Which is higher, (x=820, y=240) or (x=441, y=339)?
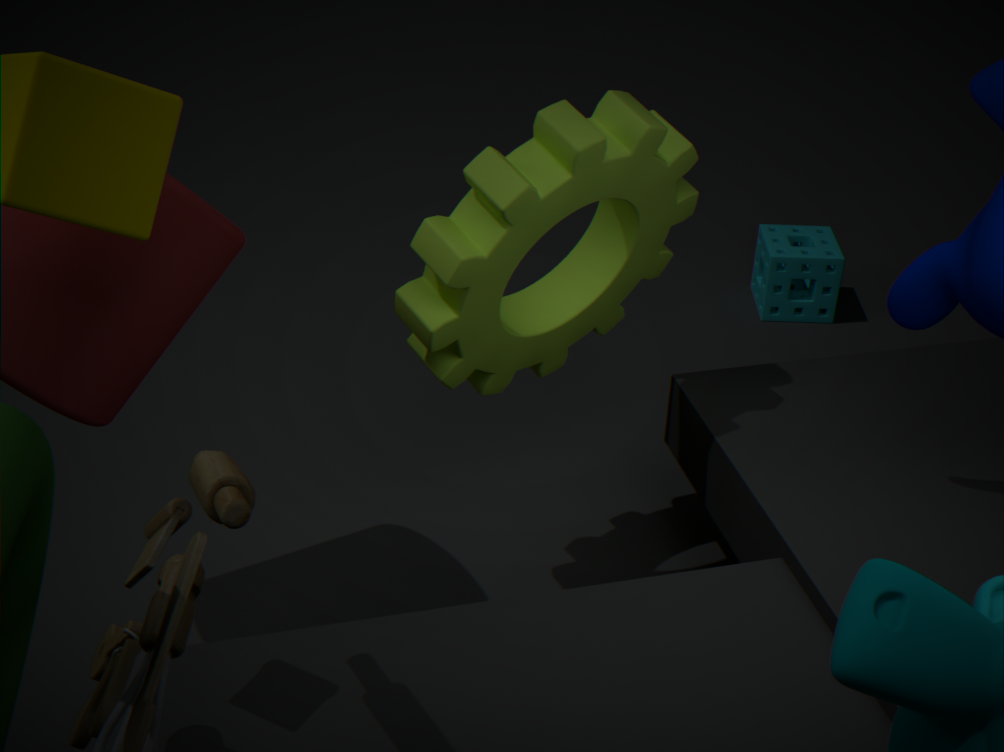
(x=441, y=339)
